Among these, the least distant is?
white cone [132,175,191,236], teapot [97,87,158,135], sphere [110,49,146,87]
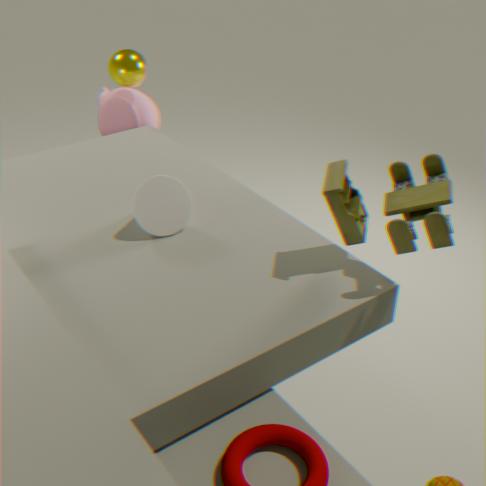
white cone [132,175,191,236]
